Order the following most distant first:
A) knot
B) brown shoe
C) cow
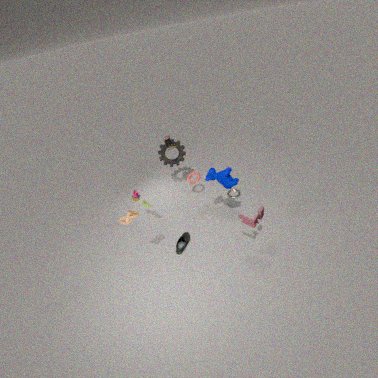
brown shoe
cow
knot
